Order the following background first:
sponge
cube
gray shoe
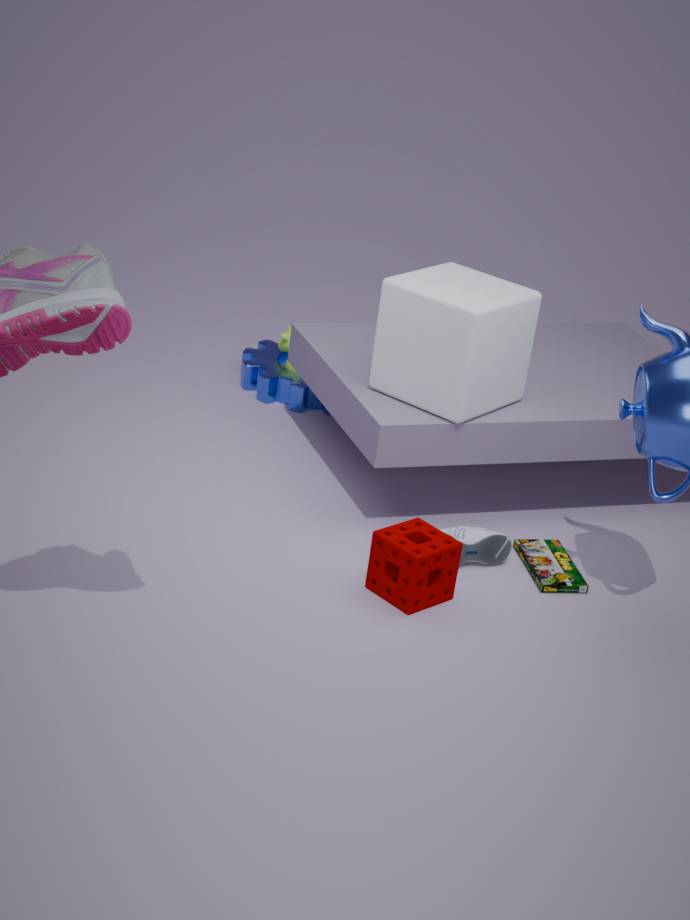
gray shoe → cube → sponge
